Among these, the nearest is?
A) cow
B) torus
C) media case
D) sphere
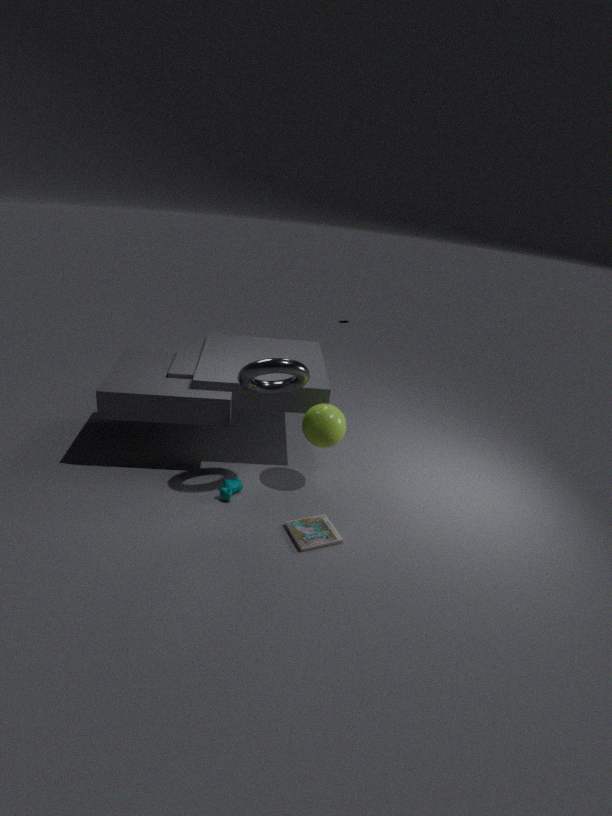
torus
